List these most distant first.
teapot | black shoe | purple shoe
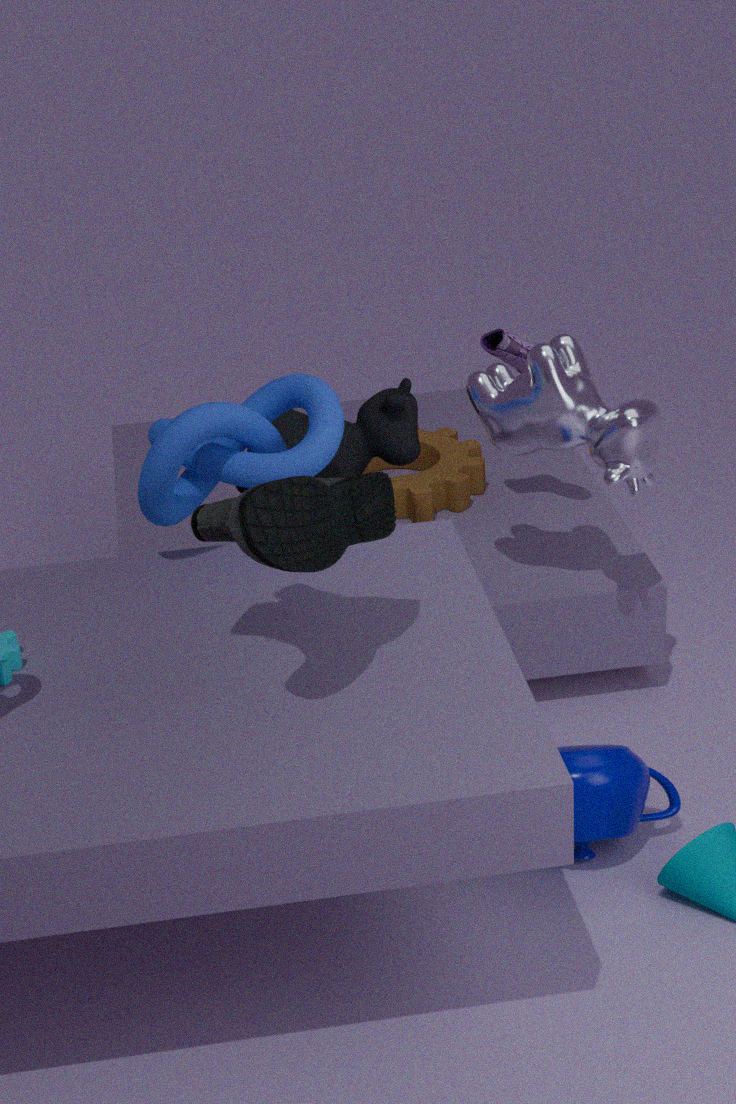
purple shoe < teapot < black shoe
